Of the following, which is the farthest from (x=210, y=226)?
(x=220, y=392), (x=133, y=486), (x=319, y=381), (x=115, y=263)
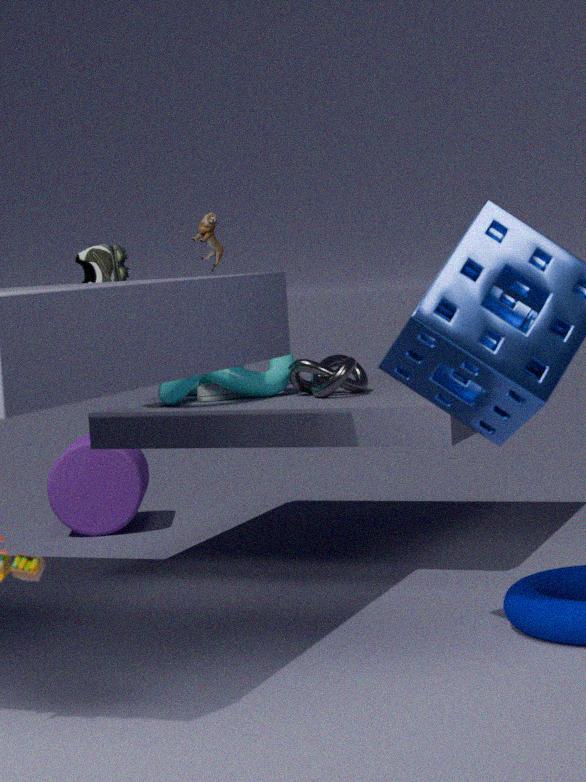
(x=133, y=486)
